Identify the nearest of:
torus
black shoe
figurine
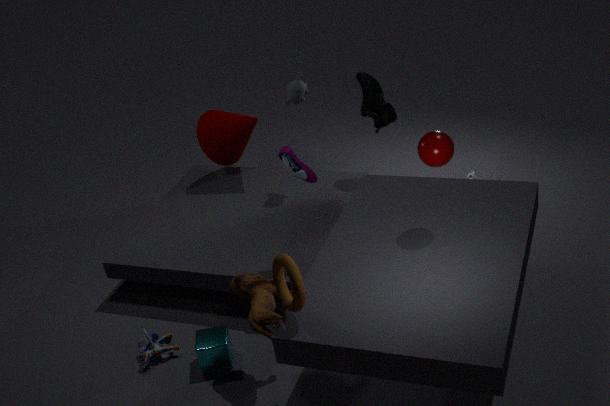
torus
